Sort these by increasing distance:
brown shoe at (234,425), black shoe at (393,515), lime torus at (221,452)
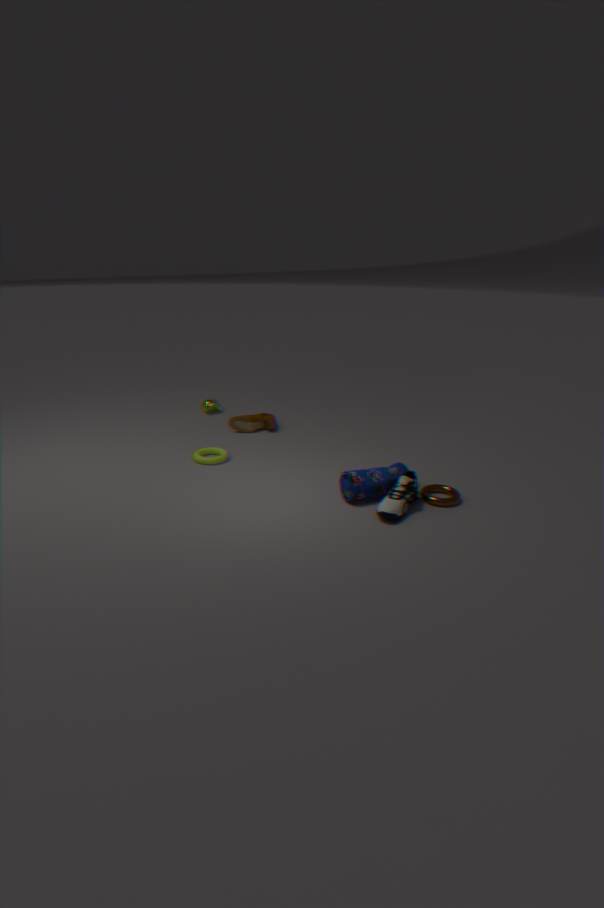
black shoe at (393,515)
lime torus at (221,452)
brown shoe at (234,425)
